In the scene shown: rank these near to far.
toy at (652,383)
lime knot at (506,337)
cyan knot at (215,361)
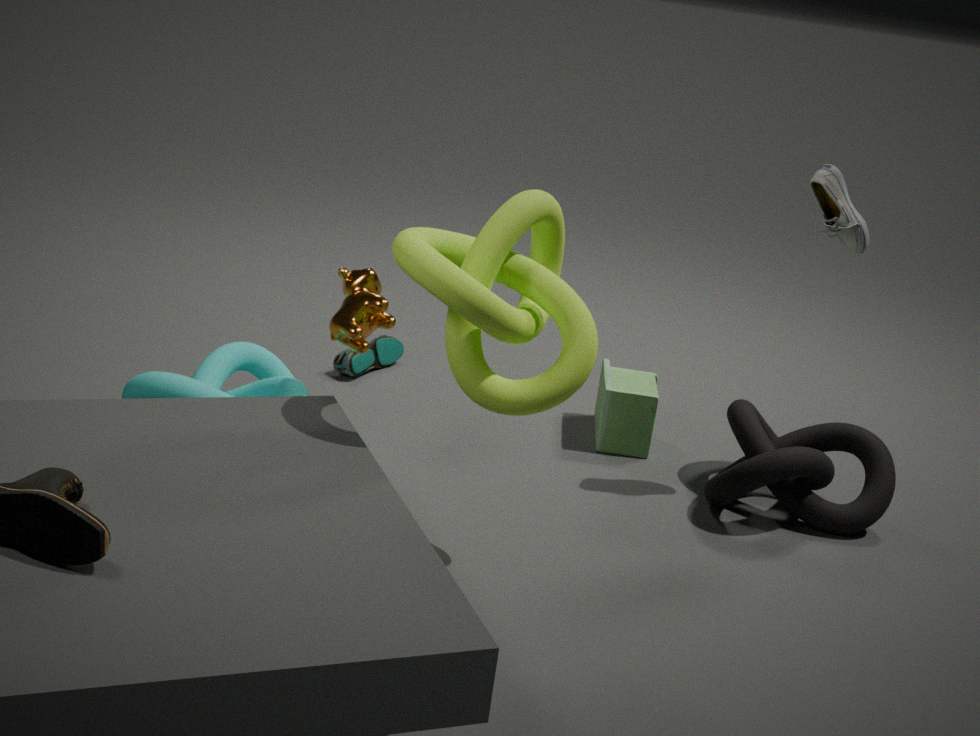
lime knot at (506,337) < cyan knot at (215,361) < toy at (652,383)
